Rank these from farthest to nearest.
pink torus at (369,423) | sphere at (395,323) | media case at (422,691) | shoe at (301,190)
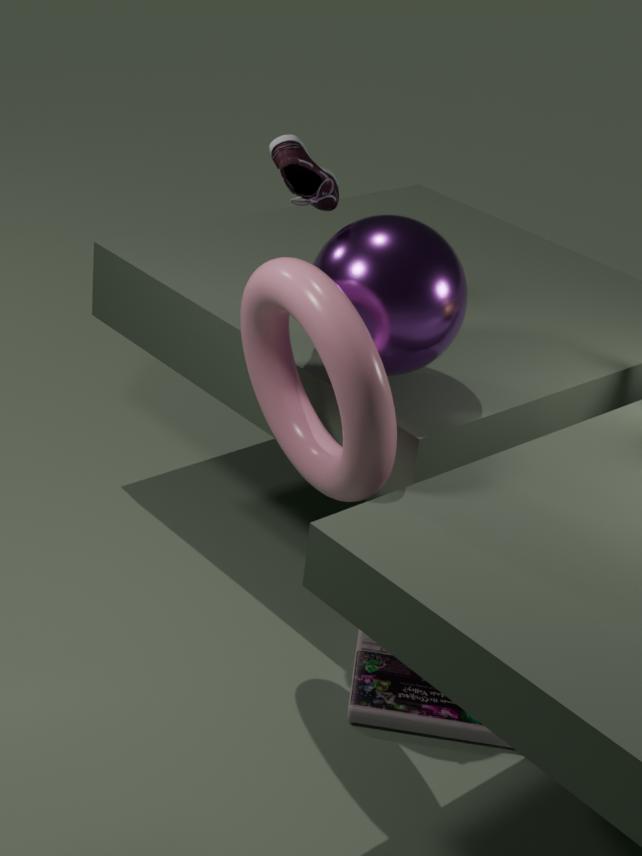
media case at (422,691)
shoe at (301,190)
sphere at (395,323)
pink torus at (369,423)
